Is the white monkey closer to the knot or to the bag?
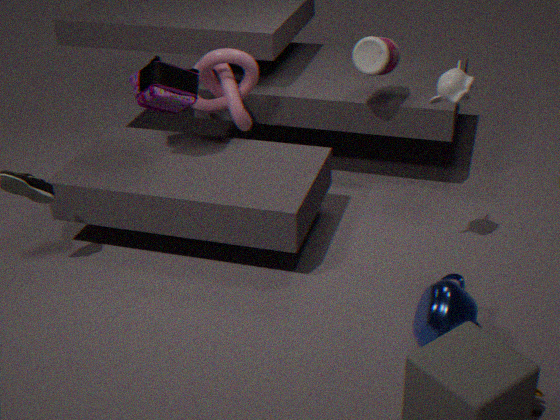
the knot
